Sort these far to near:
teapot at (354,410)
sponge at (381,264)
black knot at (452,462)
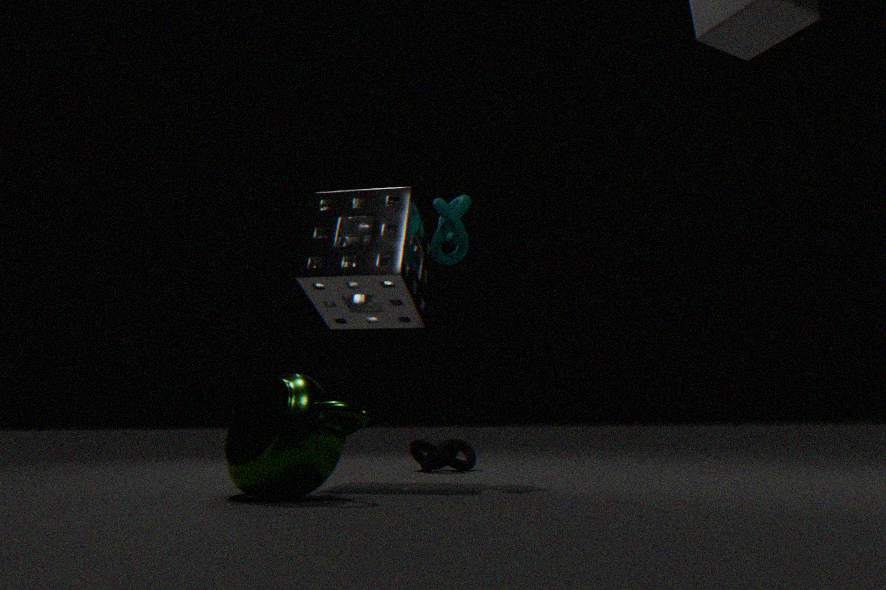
black knot at (452,462)
sponge at (381,264)
teapot at (354,410)
